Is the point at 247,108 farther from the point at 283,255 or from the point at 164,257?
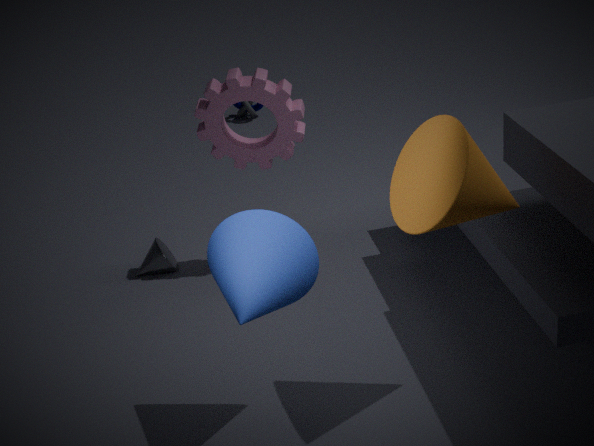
the point at 283,255
